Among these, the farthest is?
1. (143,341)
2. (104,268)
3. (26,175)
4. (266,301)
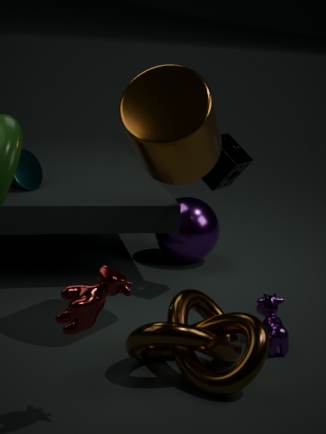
(26,175)
